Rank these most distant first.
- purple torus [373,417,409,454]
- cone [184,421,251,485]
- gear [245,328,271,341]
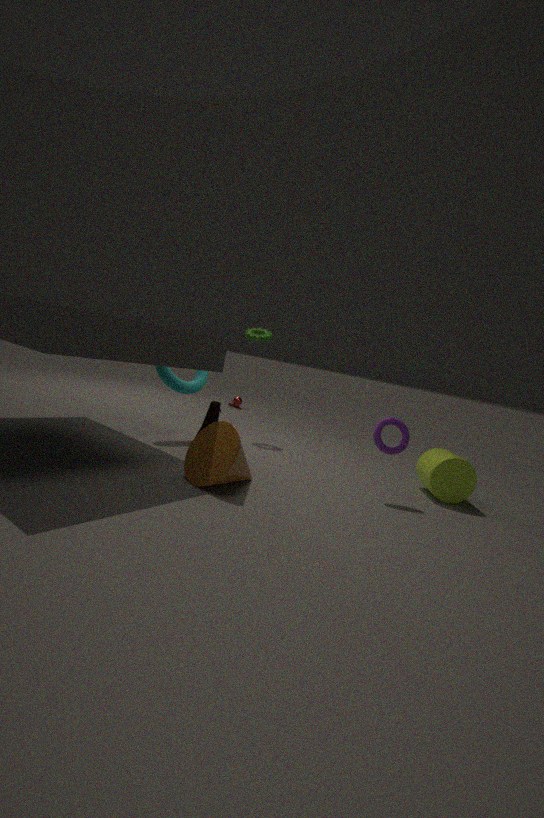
1. gear [245,328,271,341]
2. purple torus [373,417,409,454]
3. cone [184,421,251,485]
